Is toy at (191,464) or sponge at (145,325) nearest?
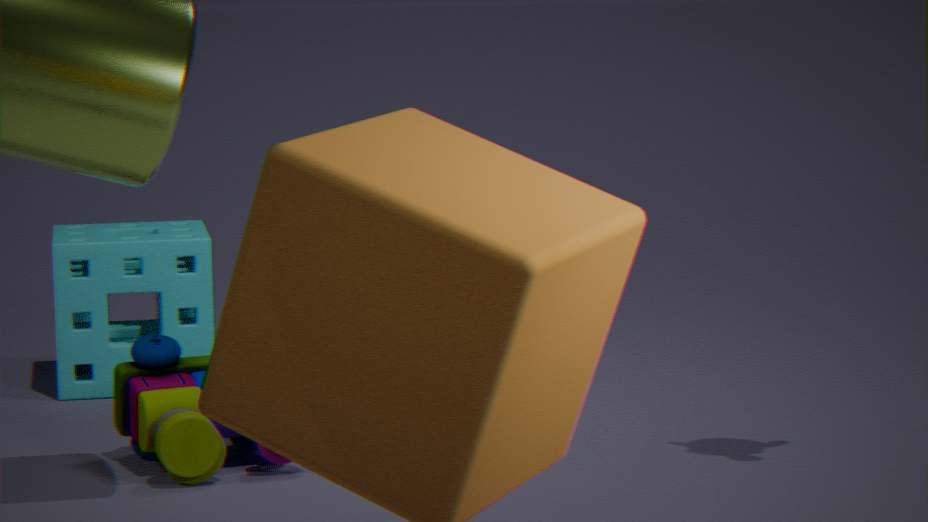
toy at (191,464)
